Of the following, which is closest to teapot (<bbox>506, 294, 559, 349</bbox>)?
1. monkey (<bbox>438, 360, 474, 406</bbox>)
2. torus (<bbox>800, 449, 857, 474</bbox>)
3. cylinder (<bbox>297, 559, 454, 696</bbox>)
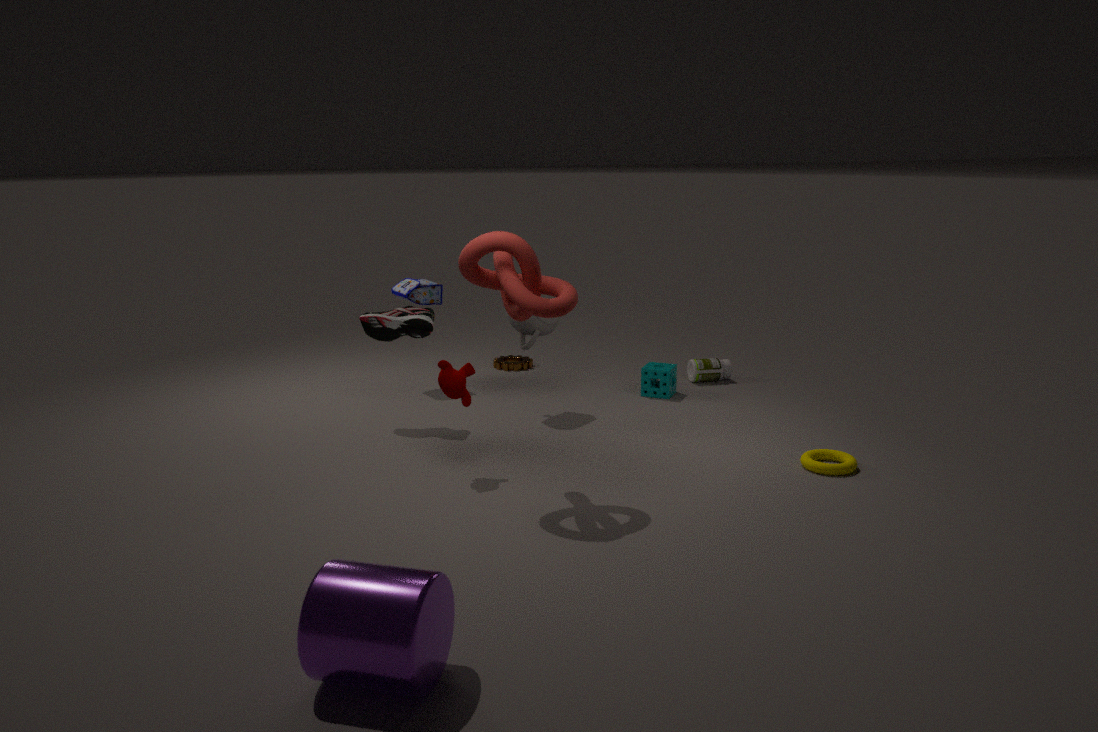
monkey (<bbox>438, 360, 474, 406</bbox>)
